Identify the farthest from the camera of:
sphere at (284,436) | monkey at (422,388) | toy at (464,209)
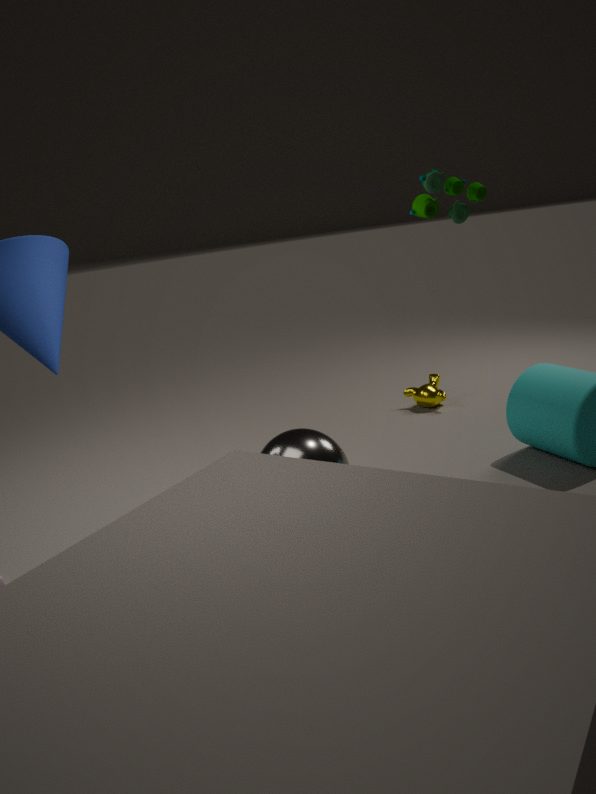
monkey at (422,388)
